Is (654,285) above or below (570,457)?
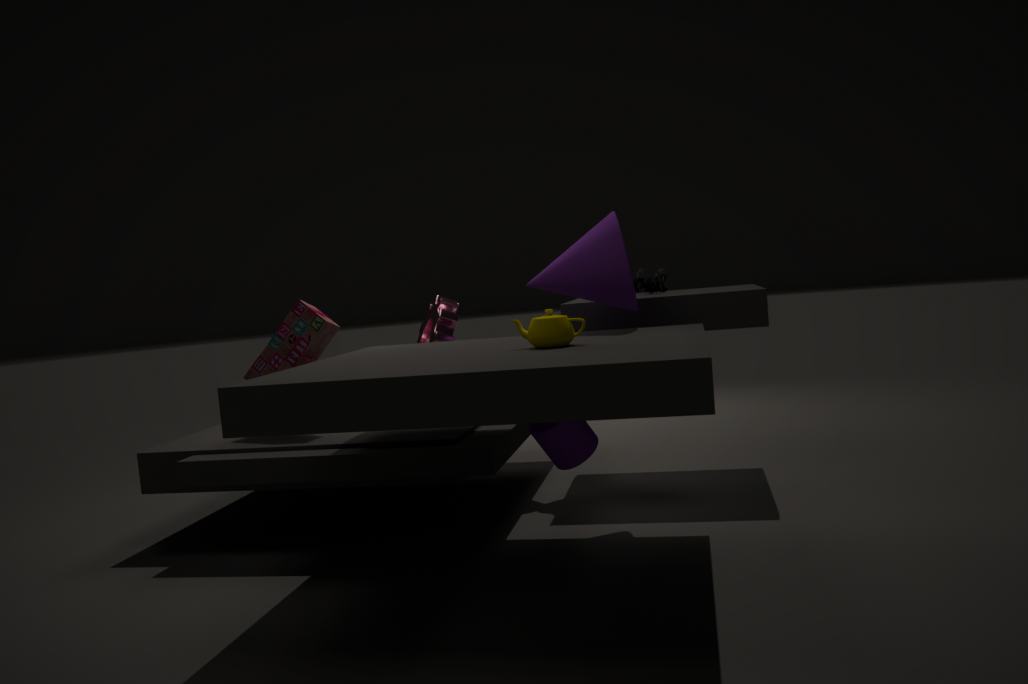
above
